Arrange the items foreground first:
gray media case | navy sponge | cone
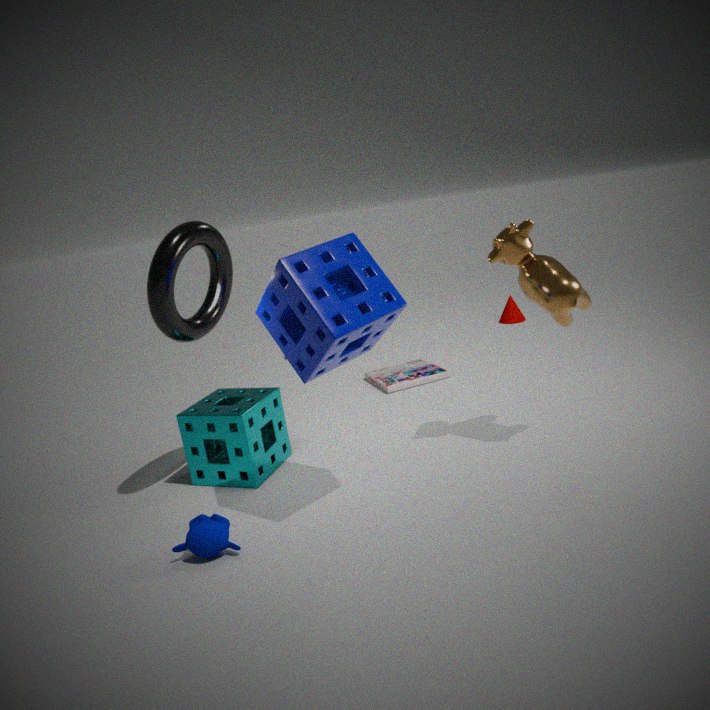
navy sponge, gray media case, cone
